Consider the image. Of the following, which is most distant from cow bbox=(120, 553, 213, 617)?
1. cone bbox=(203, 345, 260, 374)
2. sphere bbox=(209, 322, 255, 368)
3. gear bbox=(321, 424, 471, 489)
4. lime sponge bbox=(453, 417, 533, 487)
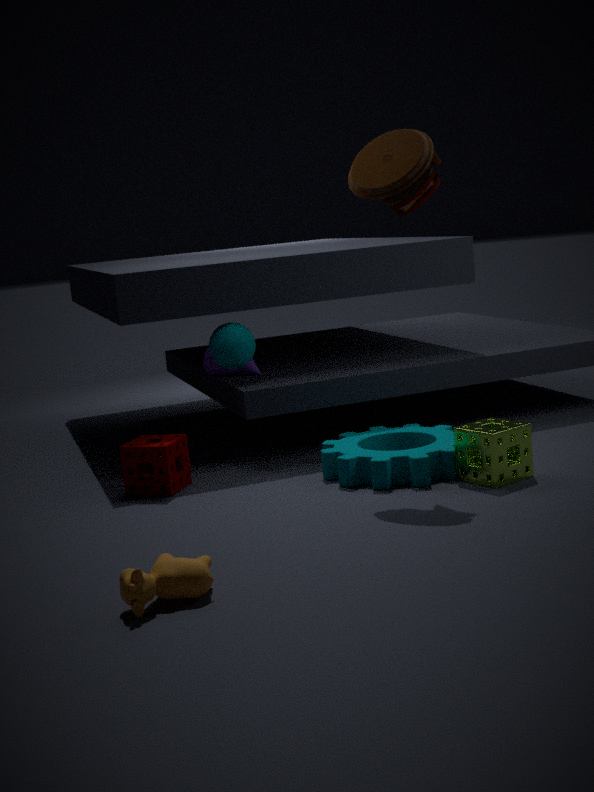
cone bbox=(203, 345, 260, 374)
